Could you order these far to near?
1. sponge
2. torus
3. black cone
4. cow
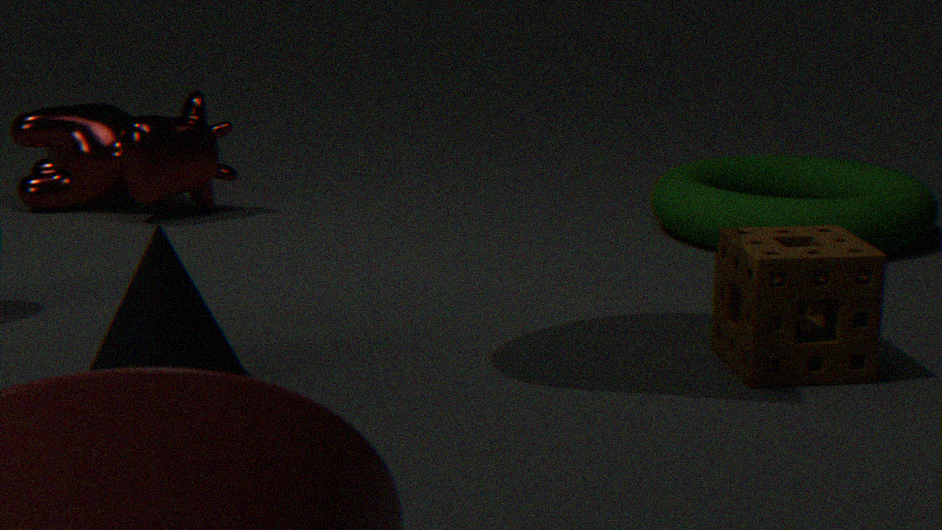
1. cow
2. torus
3. sponge
4. black cone
